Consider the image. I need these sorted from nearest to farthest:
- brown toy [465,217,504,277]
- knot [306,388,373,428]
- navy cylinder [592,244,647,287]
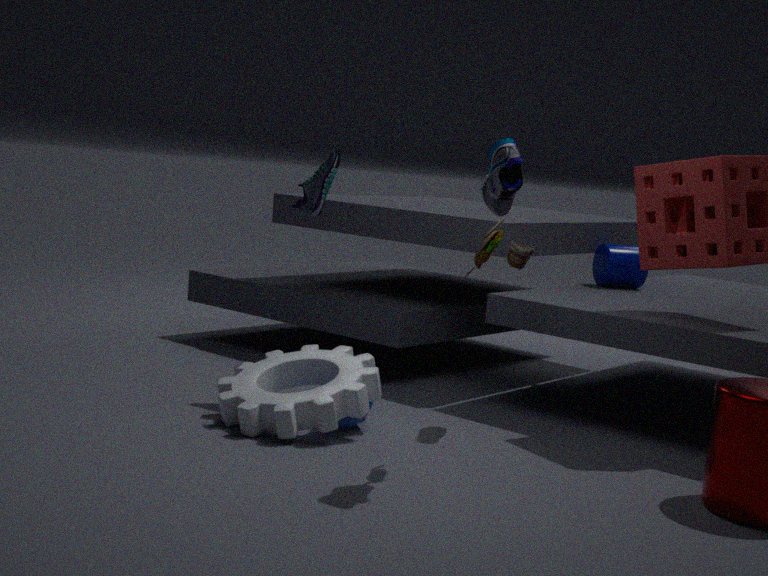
brown toy [465,217,504,277] < knot [306,388,373,428] < navy cylinder [592,244,647,287]
